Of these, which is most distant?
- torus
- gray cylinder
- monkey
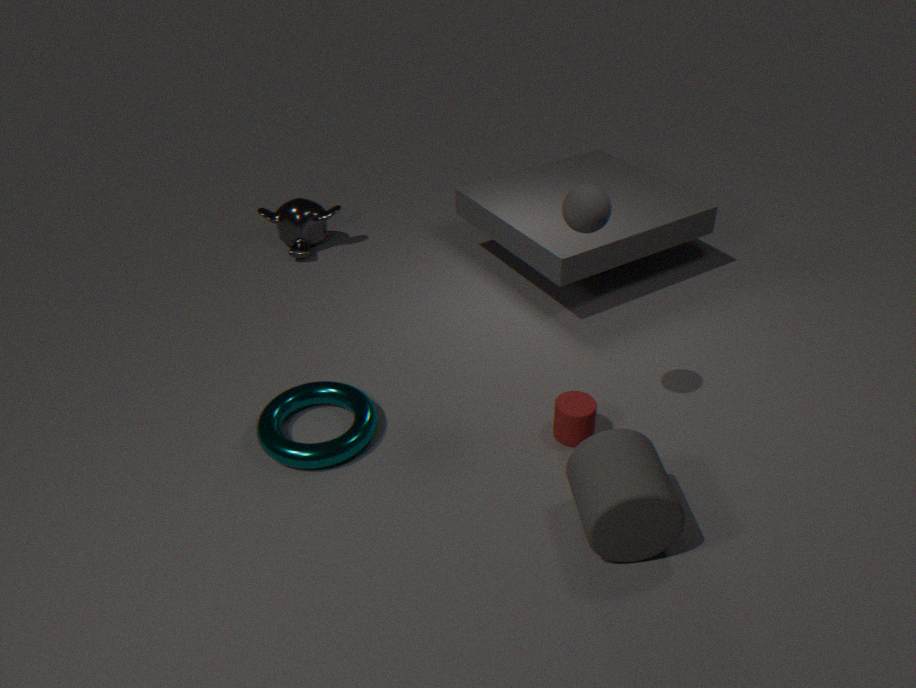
monkey
